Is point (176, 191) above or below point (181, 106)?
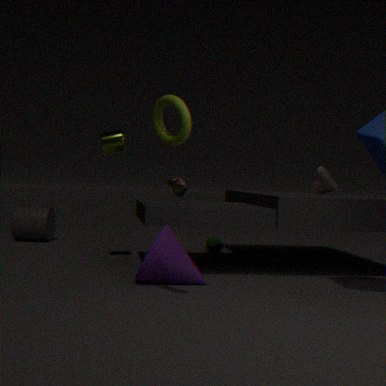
below
